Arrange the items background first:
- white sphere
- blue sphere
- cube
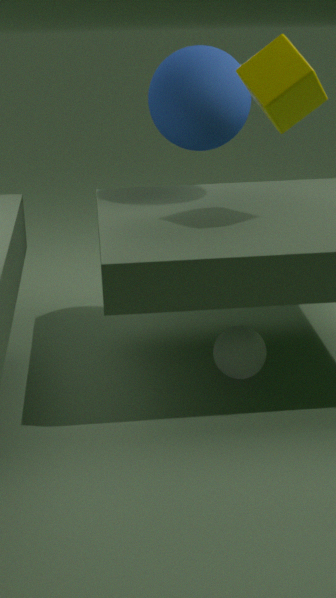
1. blue sphere
2. white sphere
3. cube
